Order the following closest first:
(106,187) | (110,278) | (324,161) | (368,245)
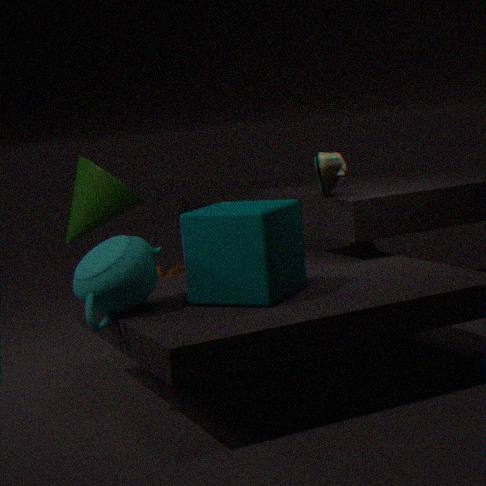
(110,278) → (324,161) → (106,187) → (368,245)
